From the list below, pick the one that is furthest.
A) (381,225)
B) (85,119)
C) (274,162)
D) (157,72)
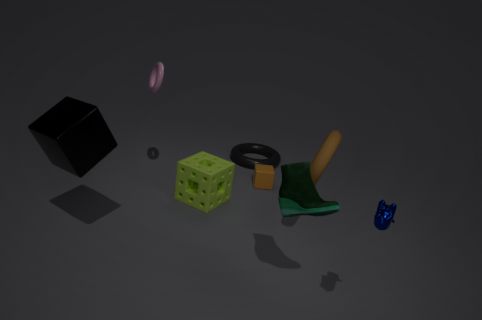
(274,162)
